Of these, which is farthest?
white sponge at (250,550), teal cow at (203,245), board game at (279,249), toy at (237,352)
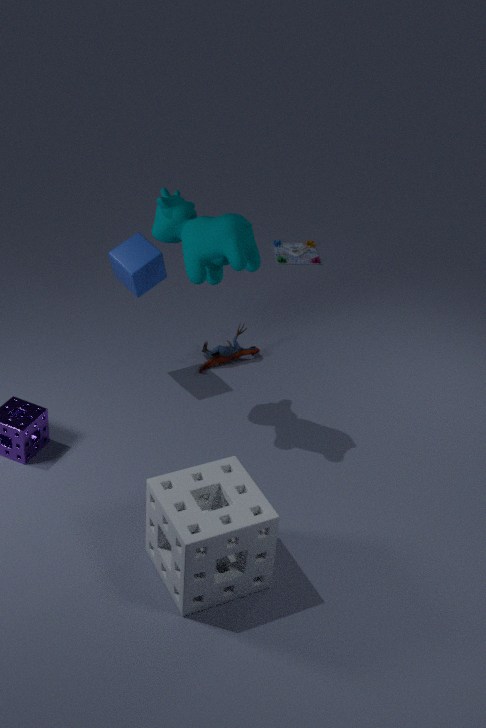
board game at (279,249)
